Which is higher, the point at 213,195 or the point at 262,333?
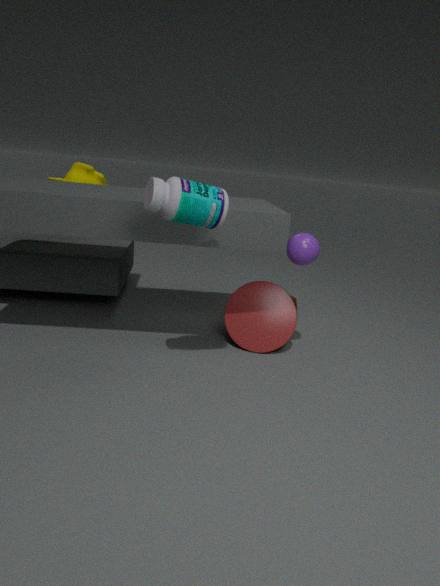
the point at 213,195
